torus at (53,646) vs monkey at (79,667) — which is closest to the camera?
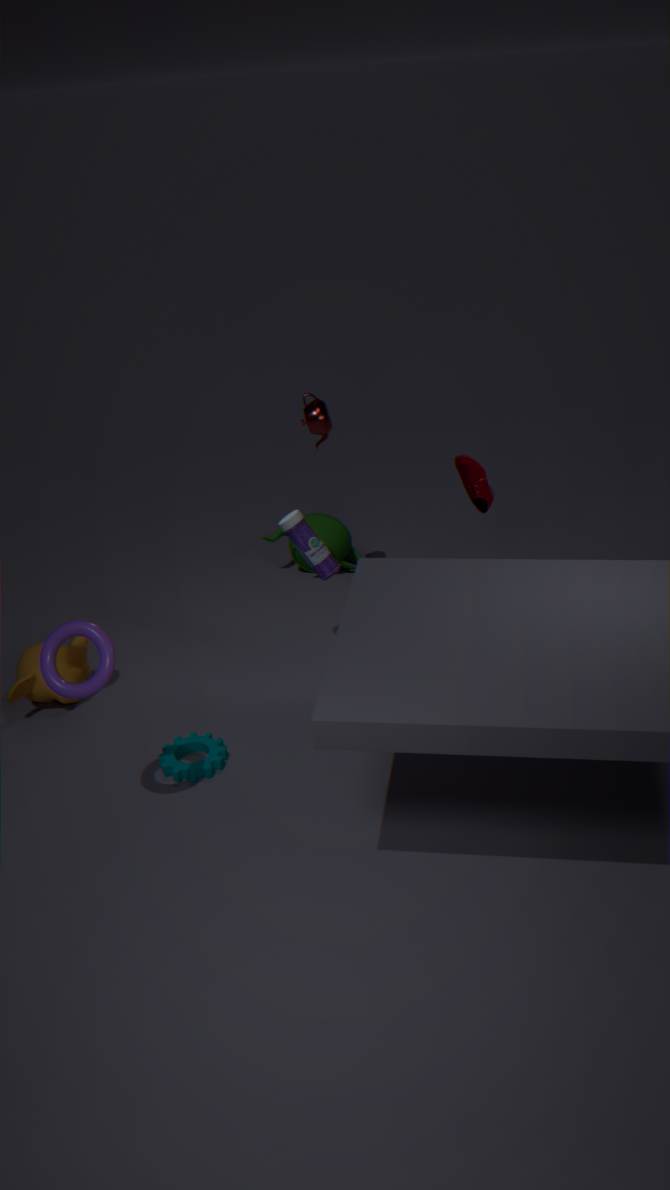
torus at (53,646)
